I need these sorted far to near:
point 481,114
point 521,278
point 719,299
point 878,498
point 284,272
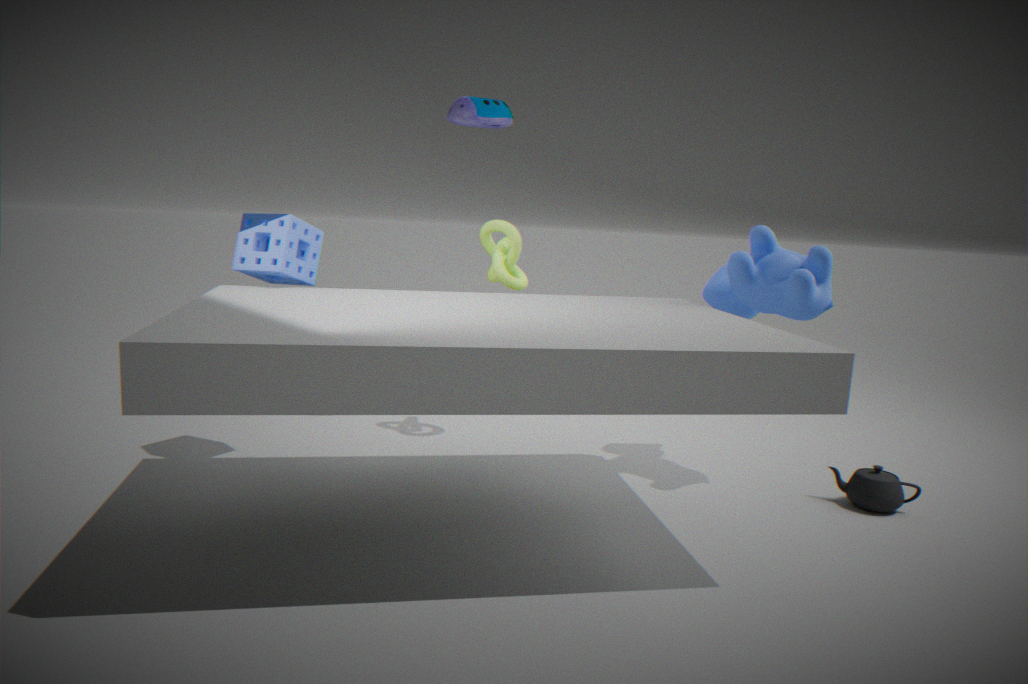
point 521,278, point 481,114, point 719,299, point 878,498, point 284,272
